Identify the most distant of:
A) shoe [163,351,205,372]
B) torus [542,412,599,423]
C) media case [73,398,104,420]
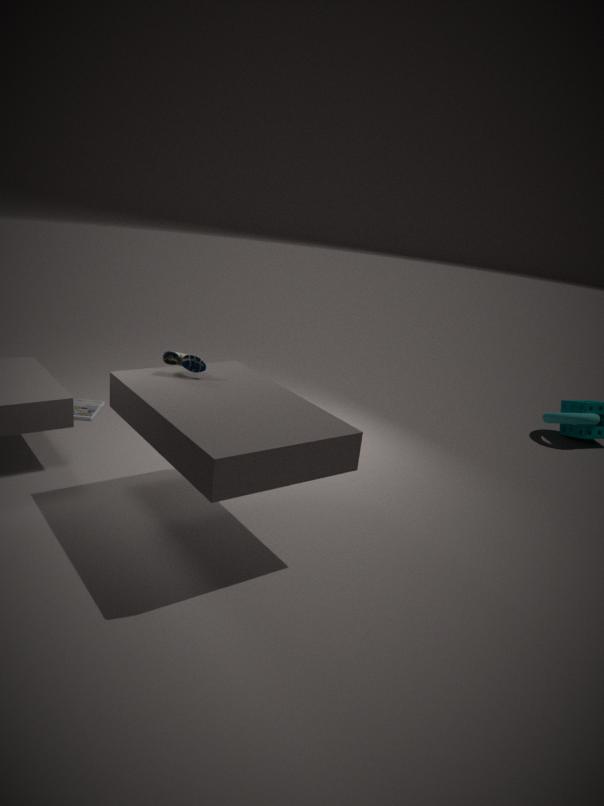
torus [542,412,599,423]
